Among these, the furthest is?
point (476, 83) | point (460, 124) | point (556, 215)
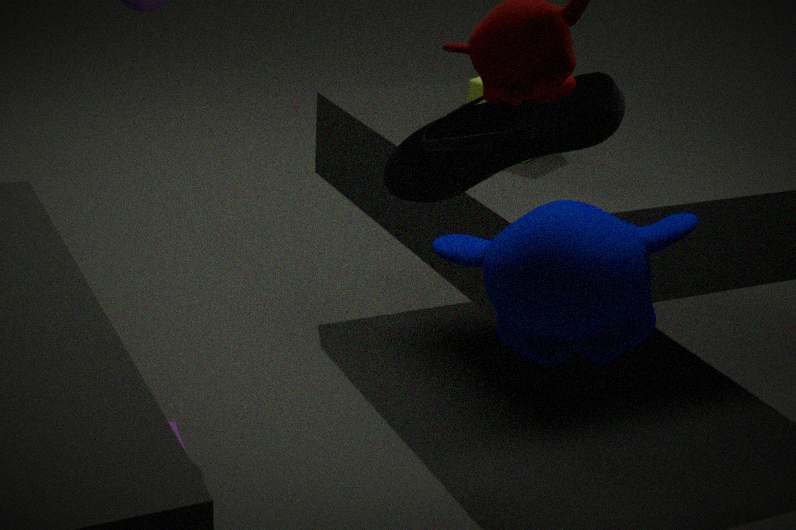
point (476, 83)
